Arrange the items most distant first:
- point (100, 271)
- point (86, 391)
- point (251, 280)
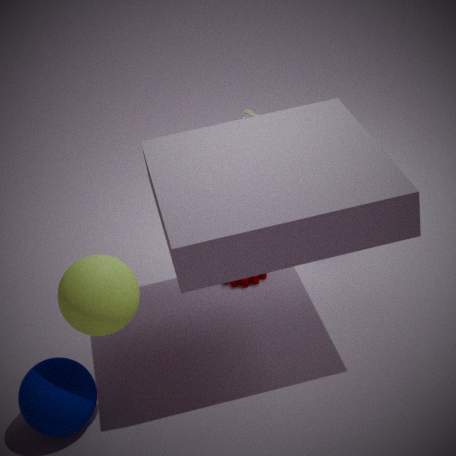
point (251, 280)
point (86, 391)
point (100, 271)
